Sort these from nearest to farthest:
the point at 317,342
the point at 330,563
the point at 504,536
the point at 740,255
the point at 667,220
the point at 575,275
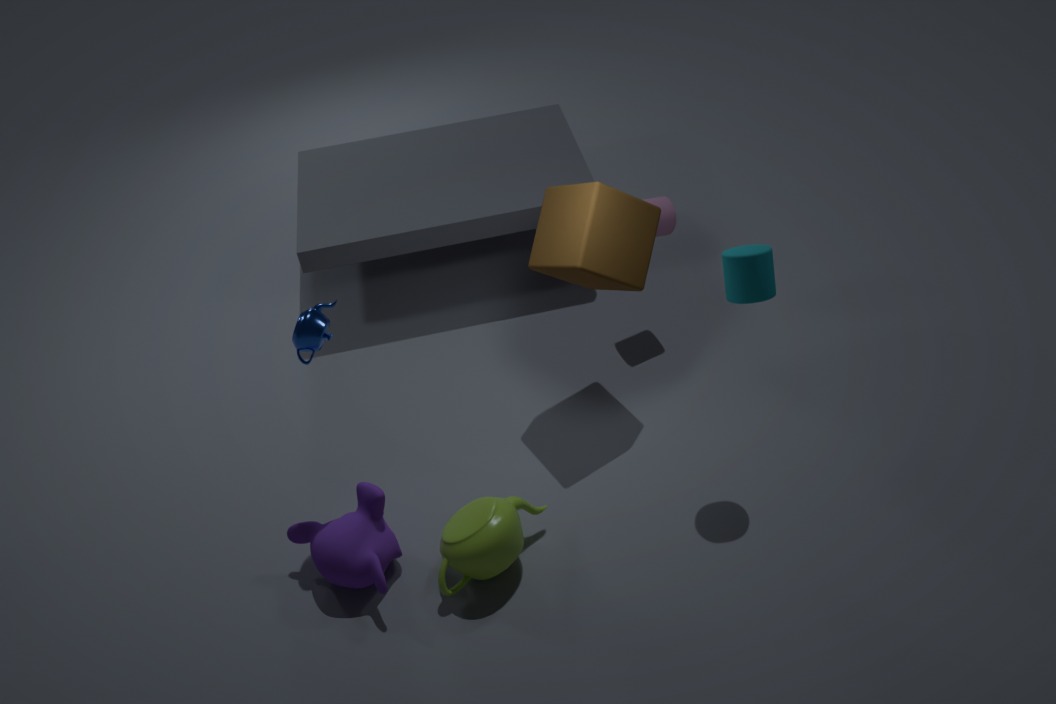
the point at 740,255, the point at 317,342, the point at 504,536, the point at 330,563, the point at 575,275, the point at 667,220
